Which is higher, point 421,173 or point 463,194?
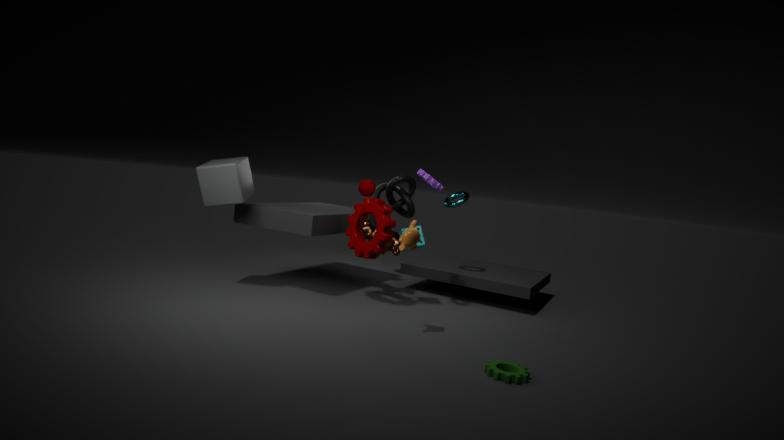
point 421,173
